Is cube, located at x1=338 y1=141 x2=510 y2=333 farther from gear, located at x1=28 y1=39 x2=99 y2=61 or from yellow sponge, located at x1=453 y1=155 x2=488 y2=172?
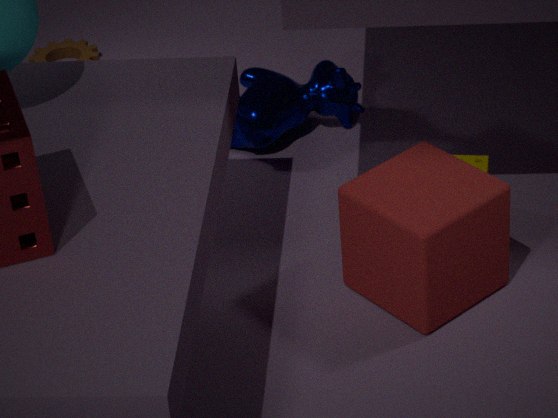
gear, located at x1=28 y1=39 x2=99 y2=61
